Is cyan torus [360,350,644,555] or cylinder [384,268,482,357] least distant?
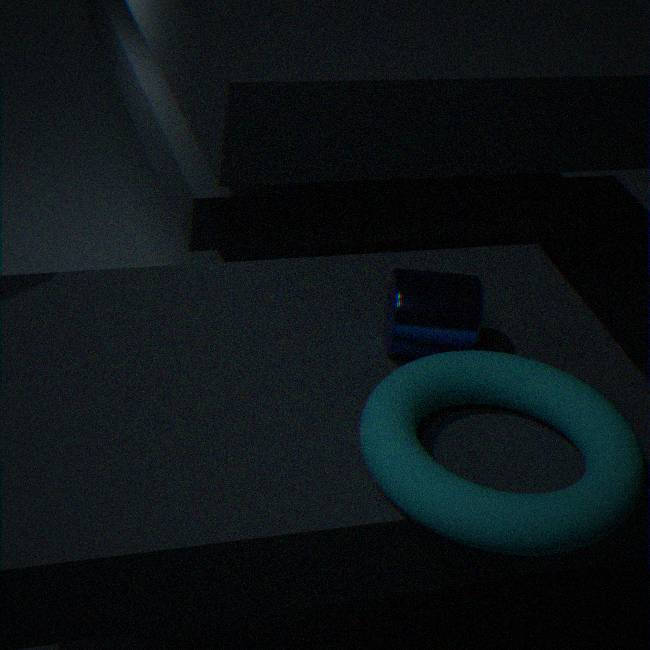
cyan torus [360,350,644,555]
